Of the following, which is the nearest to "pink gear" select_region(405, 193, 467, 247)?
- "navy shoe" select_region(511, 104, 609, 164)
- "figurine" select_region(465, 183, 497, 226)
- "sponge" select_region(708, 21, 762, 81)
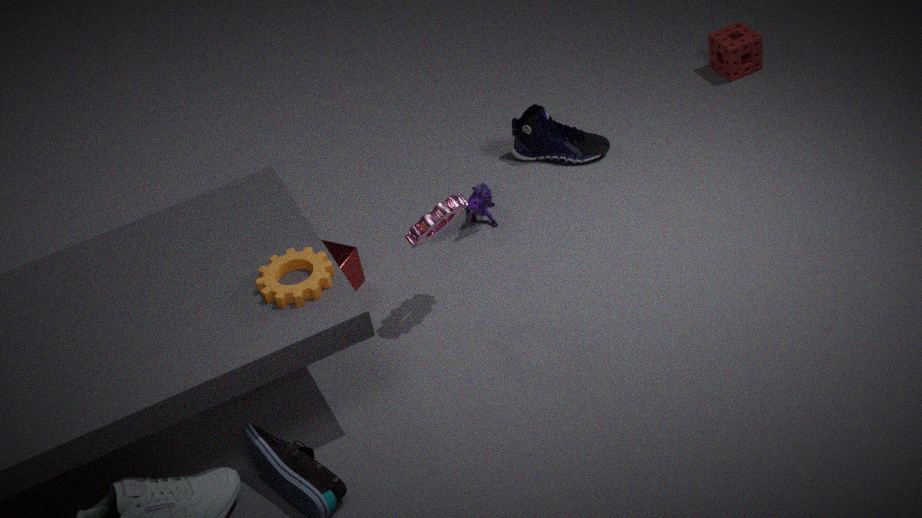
"figurine" select_region(465, 183, 497, 226)
